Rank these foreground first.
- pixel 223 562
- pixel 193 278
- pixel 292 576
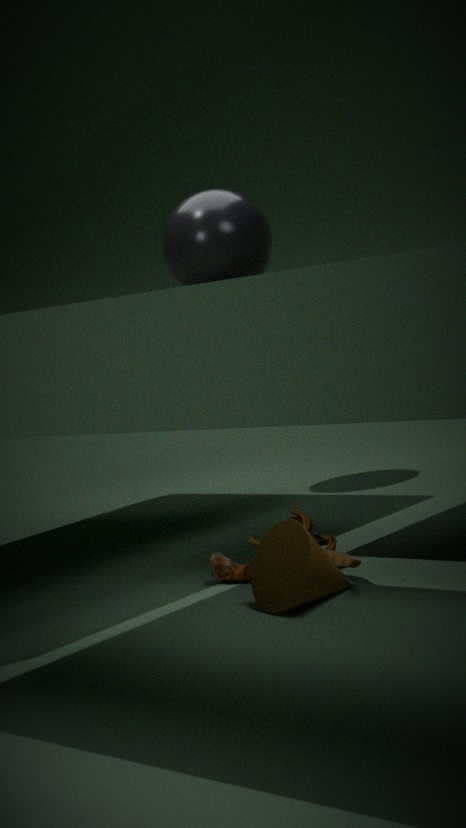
pixel 292 576 → pixel 223 562 → pixel 193 278
